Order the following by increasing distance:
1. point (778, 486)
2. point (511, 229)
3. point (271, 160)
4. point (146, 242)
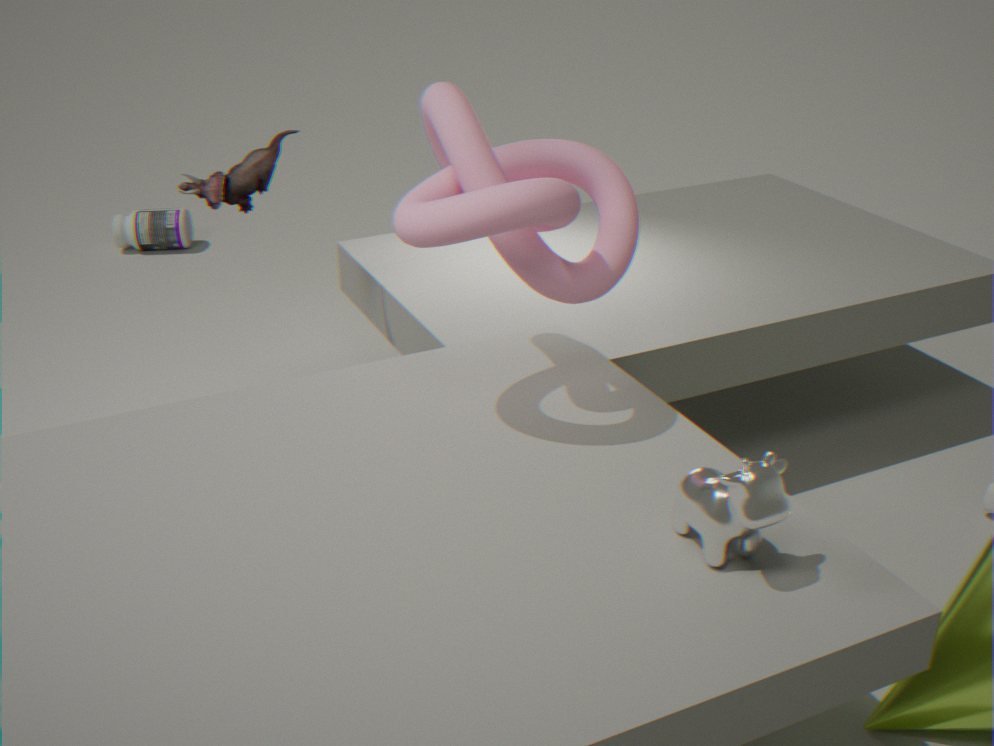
point (778, 486)
point (511, 229)
point (271, 160)
point (146, 242)
